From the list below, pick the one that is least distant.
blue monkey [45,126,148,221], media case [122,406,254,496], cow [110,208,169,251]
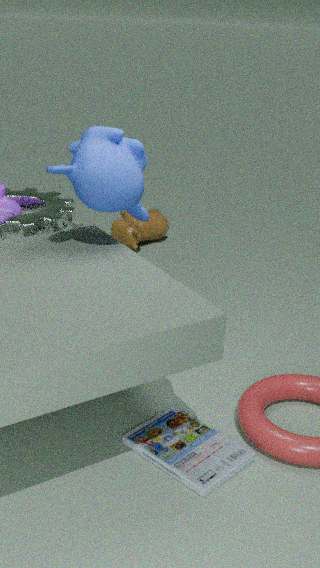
media case [122,406,254,496]
